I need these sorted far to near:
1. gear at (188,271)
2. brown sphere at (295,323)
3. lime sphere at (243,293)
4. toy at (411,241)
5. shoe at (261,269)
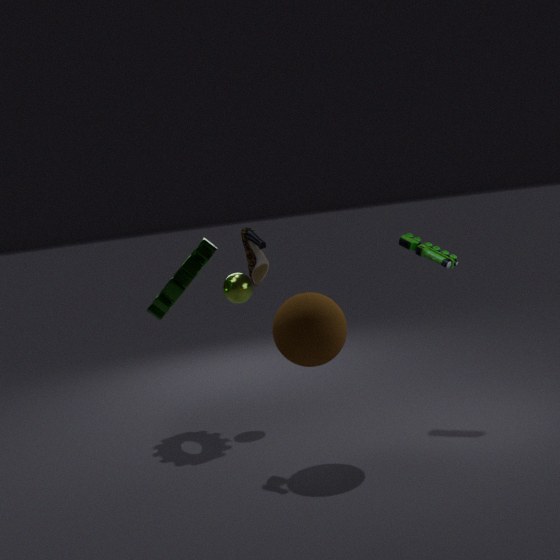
lime sphere at (243,293)
gear at (188,271)
toy at (411,241)
shoe at (261,269)
brown sphere at (295,323)
